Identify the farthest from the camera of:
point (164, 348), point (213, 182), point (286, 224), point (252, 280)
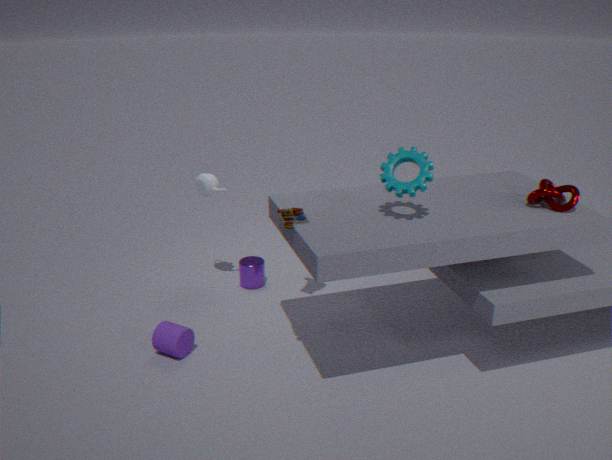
point (252, 280)
